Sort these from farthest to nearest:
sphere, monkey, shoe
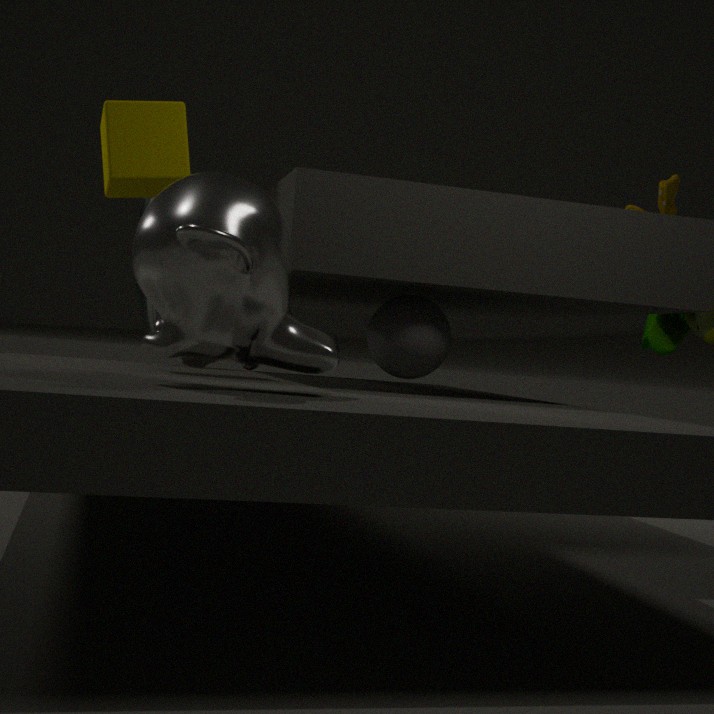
shoe
sphere
monkey
